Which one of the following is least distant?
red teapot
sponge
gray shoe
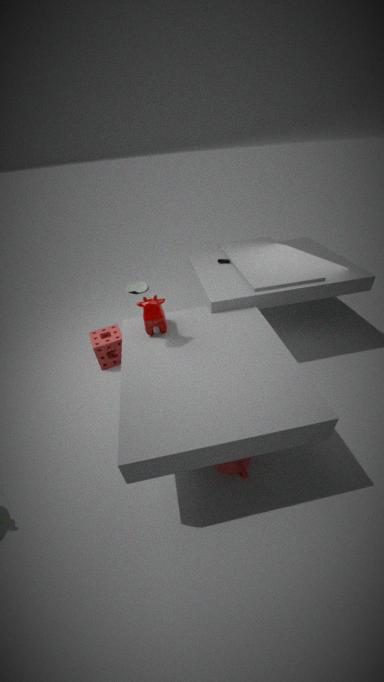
red teapot
